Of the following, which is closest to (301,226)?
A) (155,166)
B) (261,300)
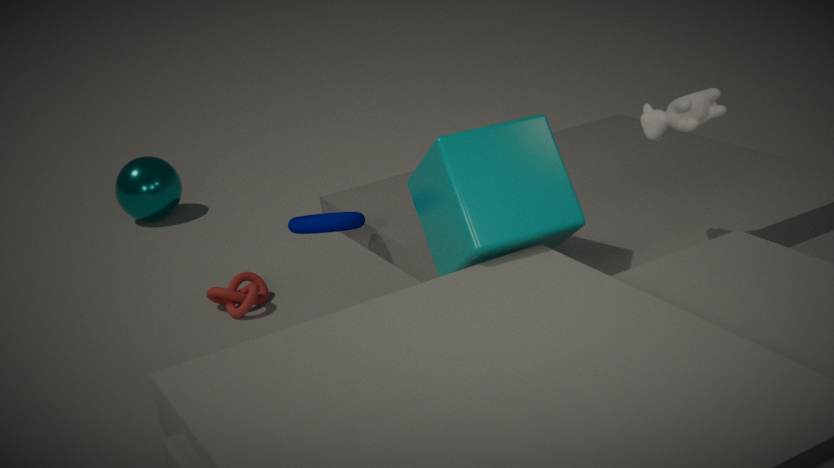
(261,300)
